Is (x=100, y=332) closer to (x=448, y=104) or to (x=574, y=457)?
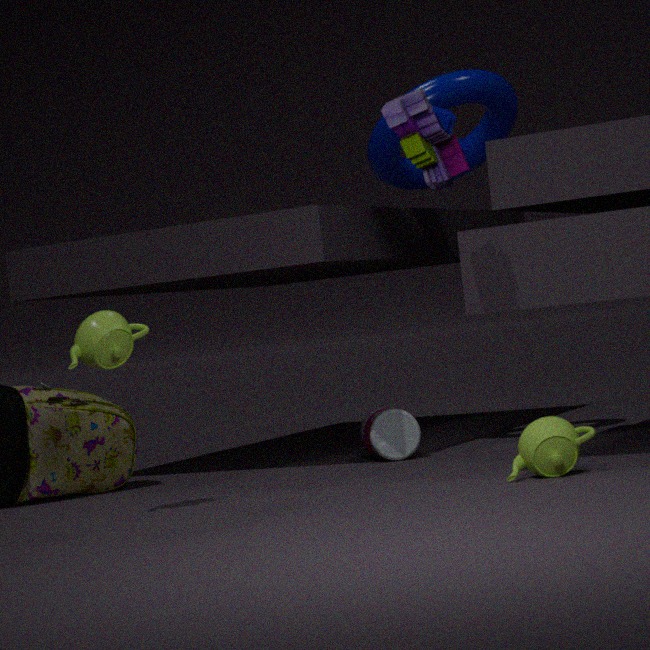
(x=574, y=457)
